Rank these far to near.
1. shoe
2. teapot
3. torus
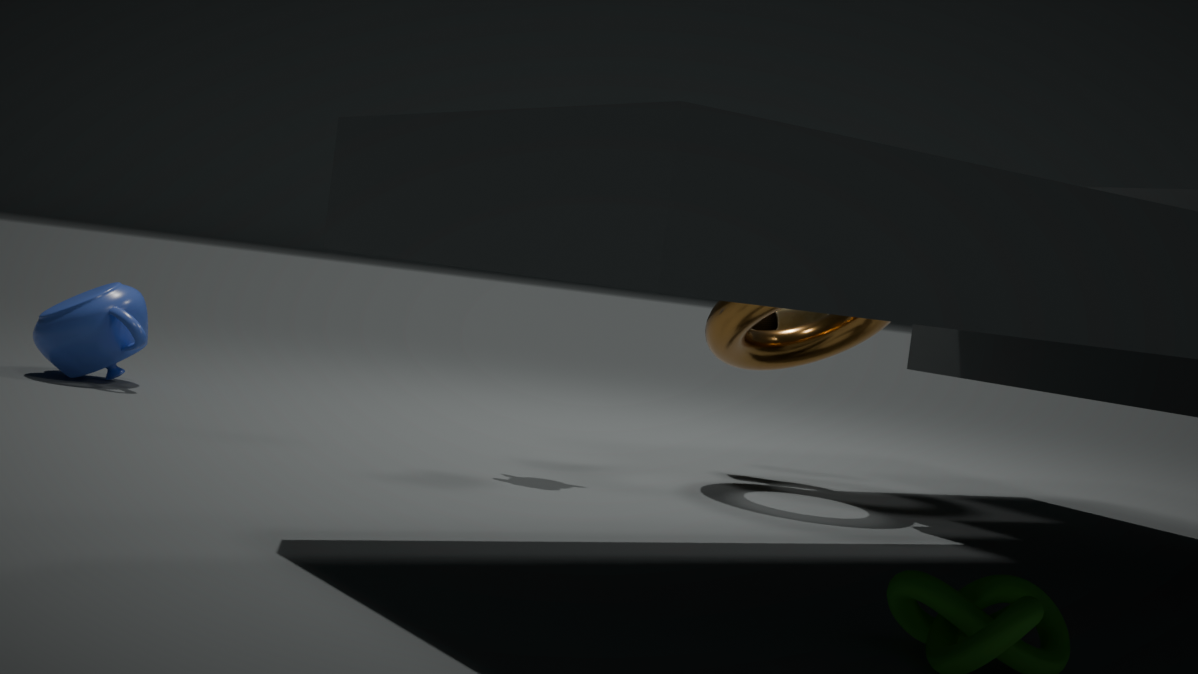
teapot, shoe, torus
